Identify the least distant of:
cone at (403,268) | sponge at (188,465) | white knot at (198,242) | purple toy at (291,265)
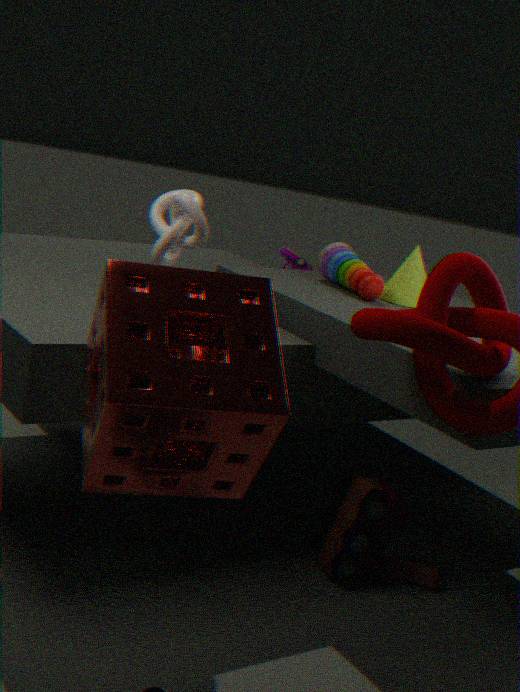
sponge at (188,465)
